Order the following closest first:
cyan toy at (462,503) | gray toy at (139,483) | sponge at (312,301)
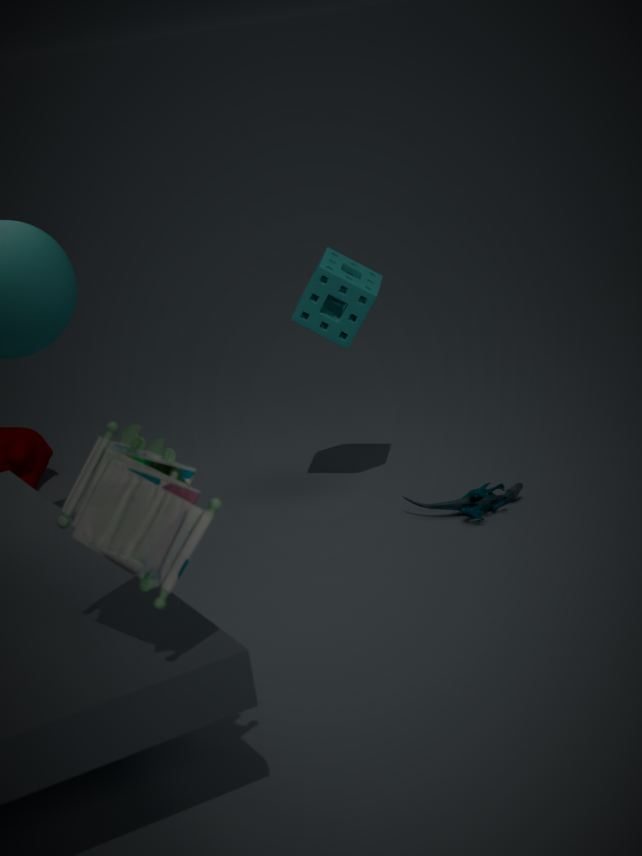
gray toy at (139,483) → cyan toy at (462,503) → sponge at (312,301)
